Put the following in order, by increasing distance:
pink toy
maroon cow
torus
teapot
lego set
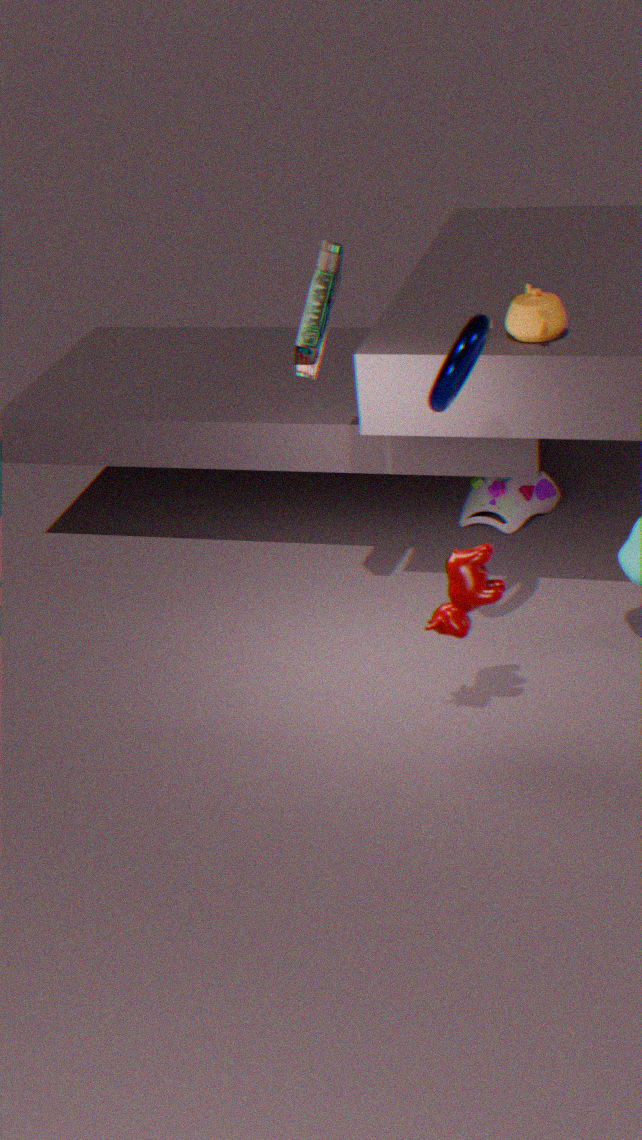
torus → maroon cow → lego set → teapot → pink toy
